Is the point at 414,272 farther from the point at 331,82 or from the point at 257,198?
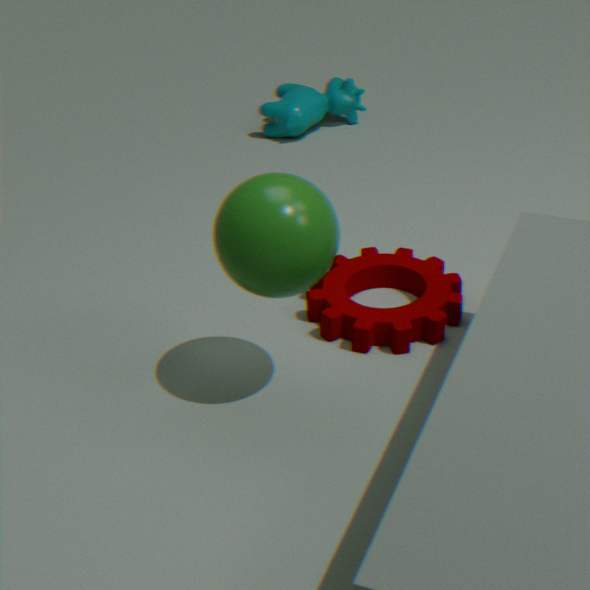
the point at 331,82
